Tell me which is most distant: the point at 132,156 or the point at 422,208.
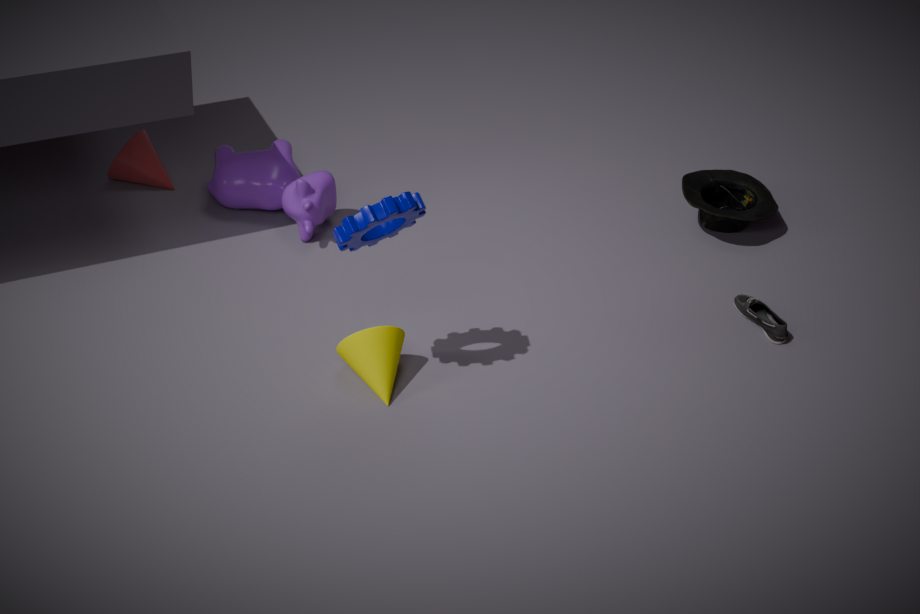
the point at 132,156
